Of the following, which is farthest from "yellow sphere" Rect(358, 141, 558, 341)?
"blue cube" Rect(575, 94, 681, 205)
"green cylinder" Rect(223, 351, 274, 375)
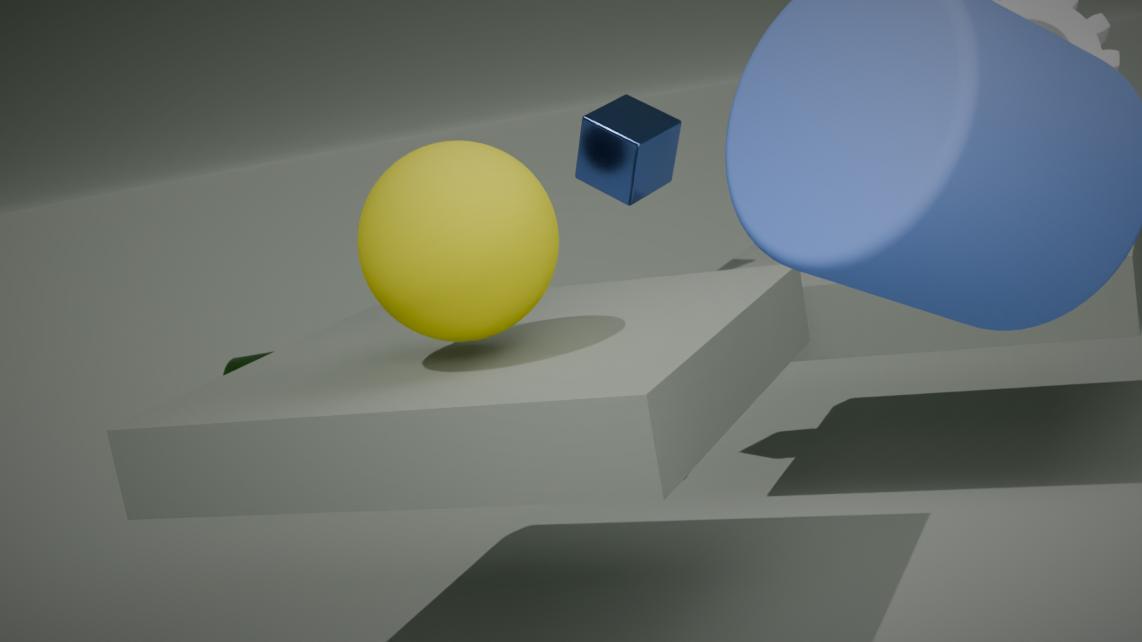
"green cylinder" Rect(223, 351, 274, 375)
